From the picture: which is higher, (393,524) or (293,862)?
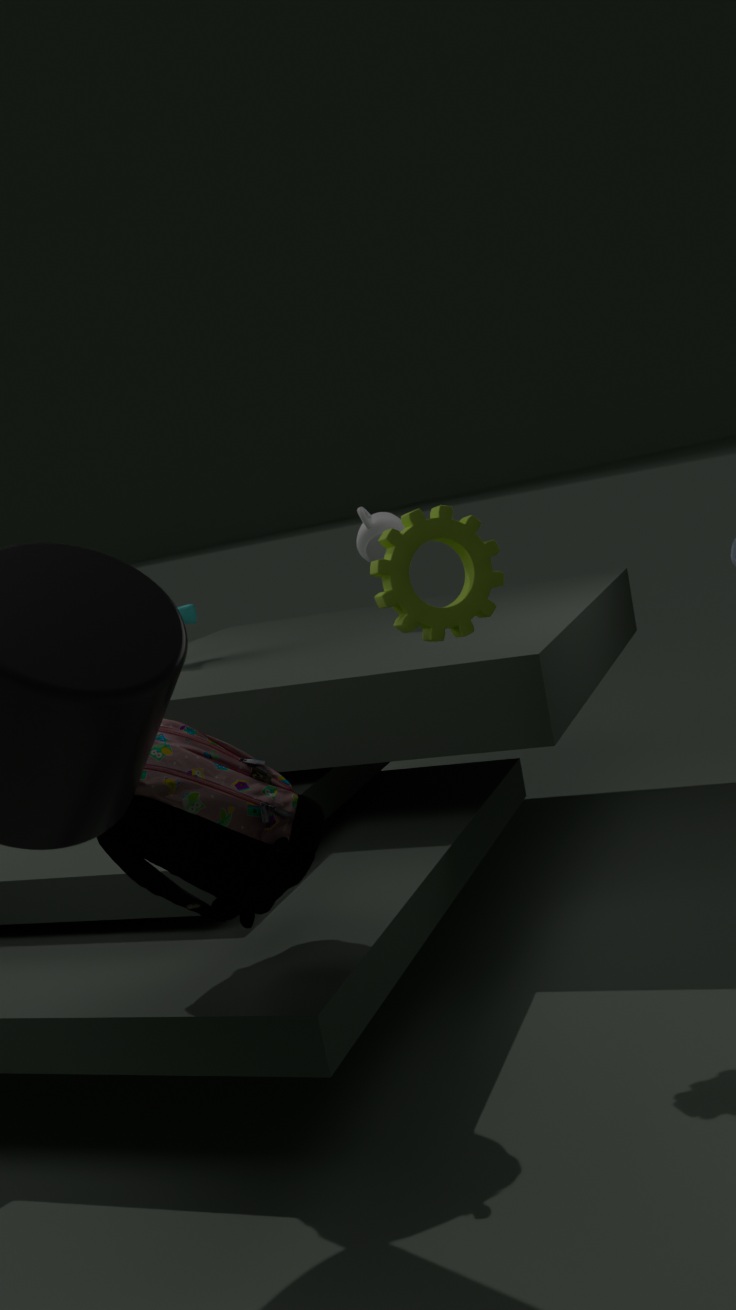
(393,524)
